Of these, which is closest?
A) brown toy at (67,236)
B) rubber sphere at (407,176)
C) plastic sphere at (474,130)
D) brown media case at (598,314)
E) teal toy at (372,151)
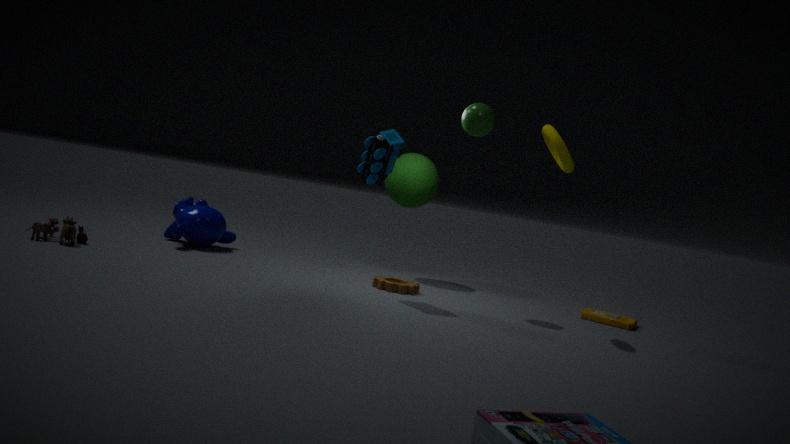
teal toy at (372,151)
